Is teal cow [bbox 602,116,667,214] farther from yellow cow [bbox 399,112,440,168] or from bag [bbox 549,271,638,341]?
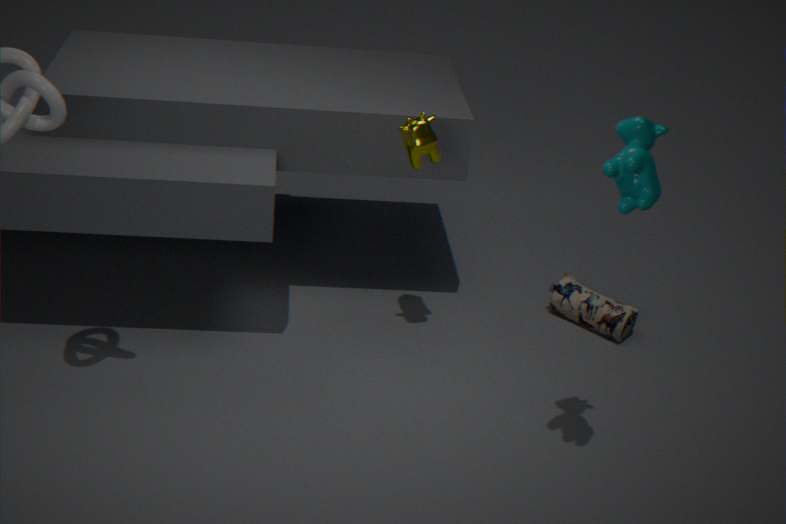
bag [bbox 549,271,638,341]
